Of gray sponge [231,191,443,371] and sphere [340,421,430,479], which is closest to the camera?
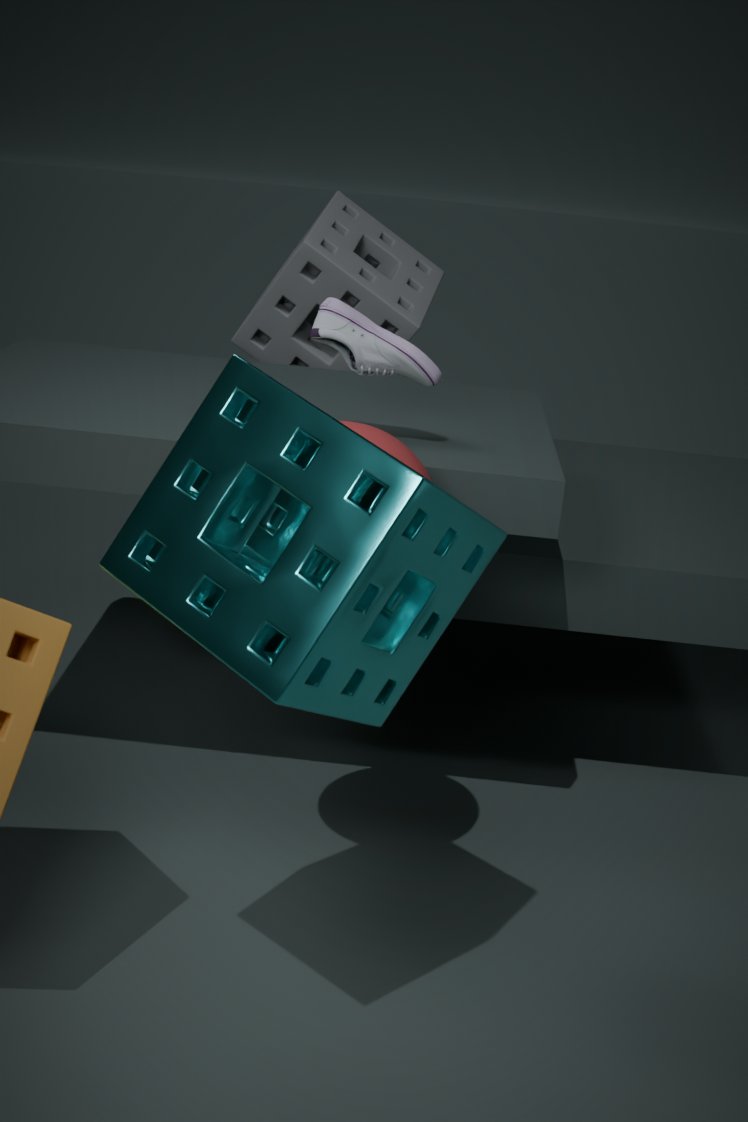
sphere [340,421,430,479]
